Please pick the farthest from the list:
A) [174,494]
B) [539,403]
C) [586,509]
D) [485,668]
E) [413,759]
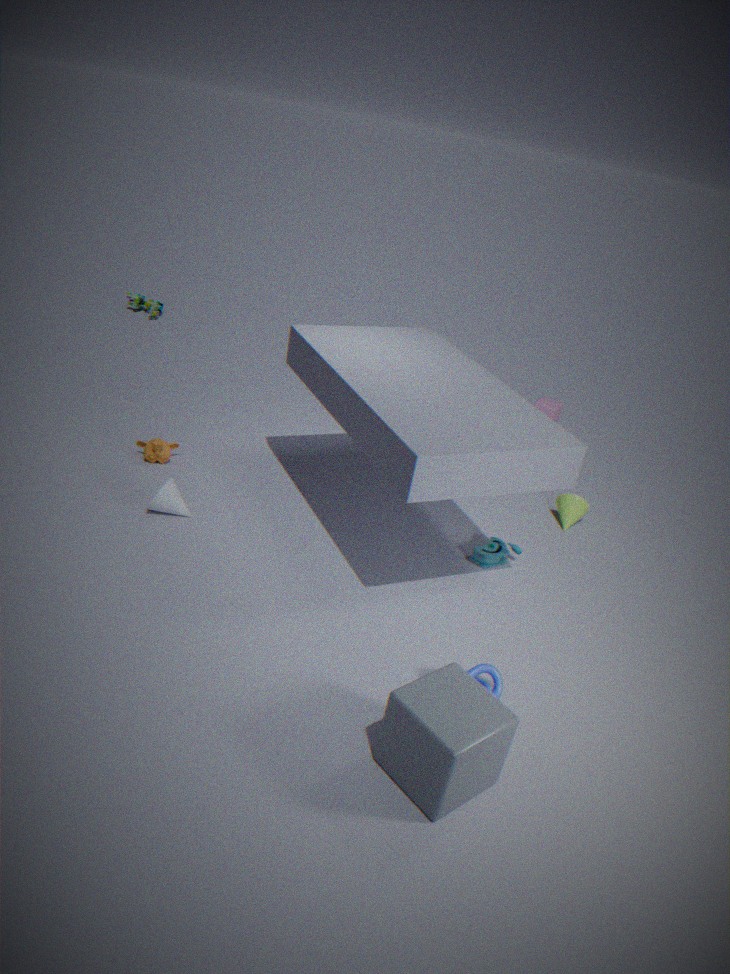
[539,403]
